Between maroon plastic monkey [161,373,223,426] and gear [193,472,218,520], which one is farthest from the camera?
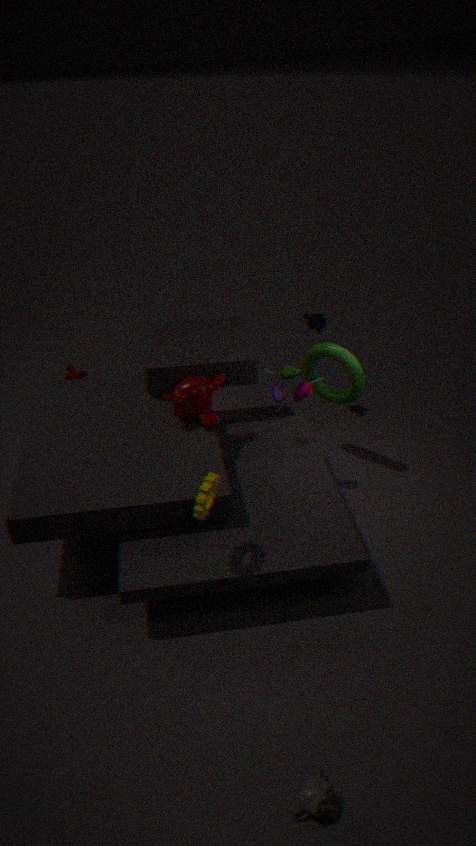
maroon plastic monkey [161,373,223,426]
